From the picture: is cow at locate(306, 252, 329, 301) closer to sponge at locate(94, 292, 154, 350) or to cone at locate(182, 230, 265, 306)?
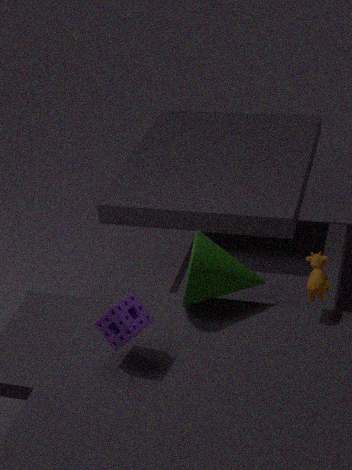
cone at locate(182, 230, 265, 306)
